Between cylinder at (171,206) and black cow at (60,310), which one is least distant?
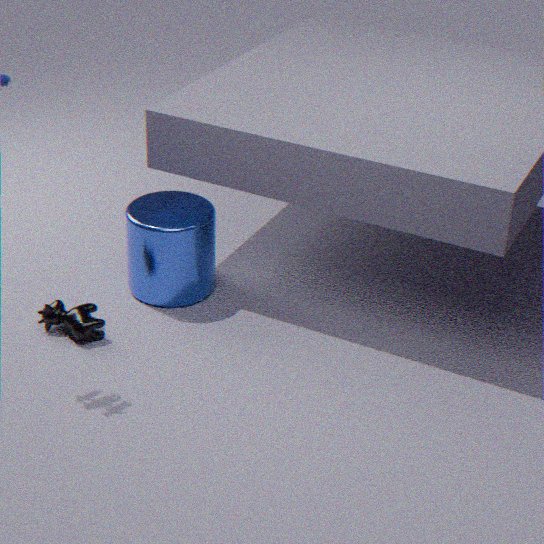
black cow at (60,310)
